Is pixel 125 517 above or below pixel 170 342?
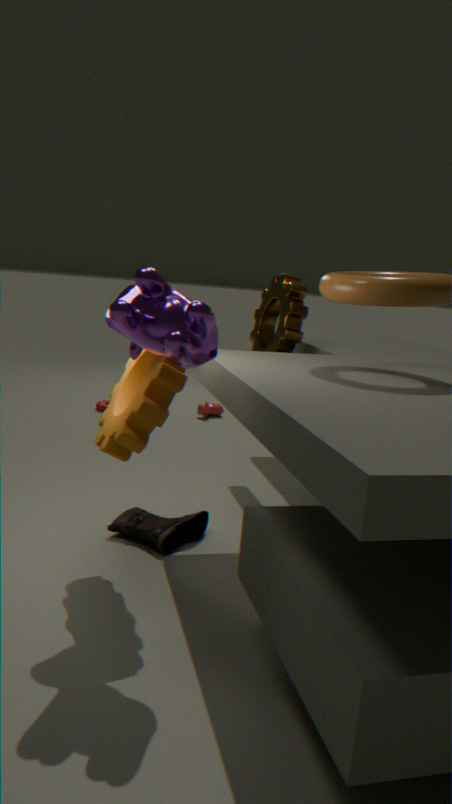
below
